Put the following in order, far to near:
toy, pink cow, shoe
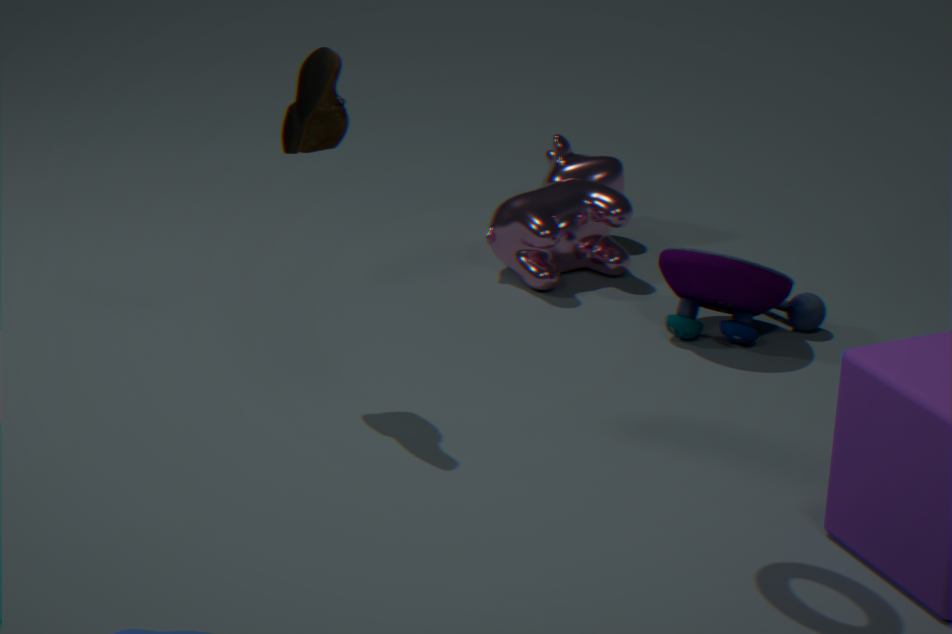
pink cow → toy → shoe
